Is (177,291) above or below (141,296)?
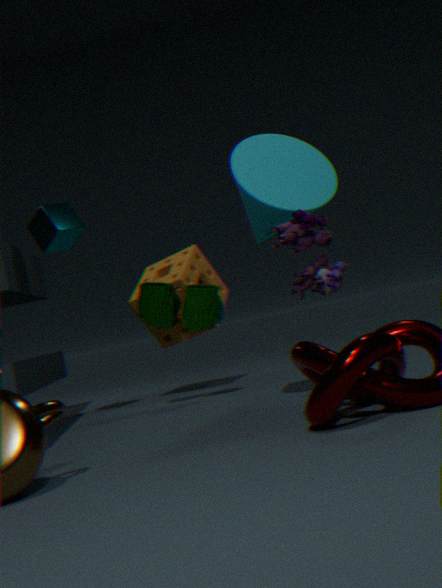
above
